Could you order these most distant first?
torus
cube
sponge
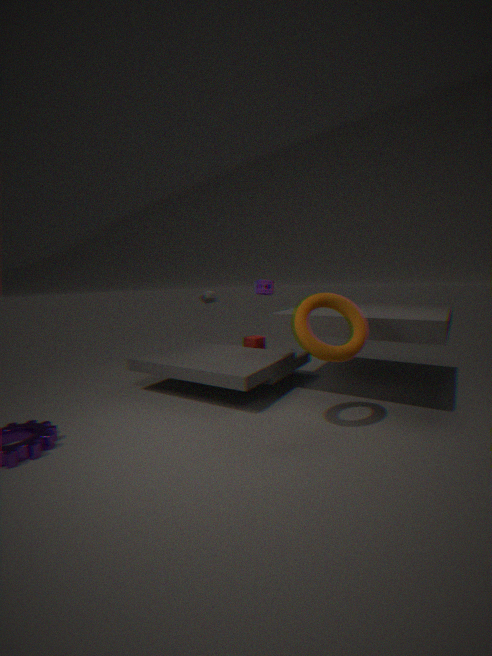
1. sponge
2. cube
3. torus
